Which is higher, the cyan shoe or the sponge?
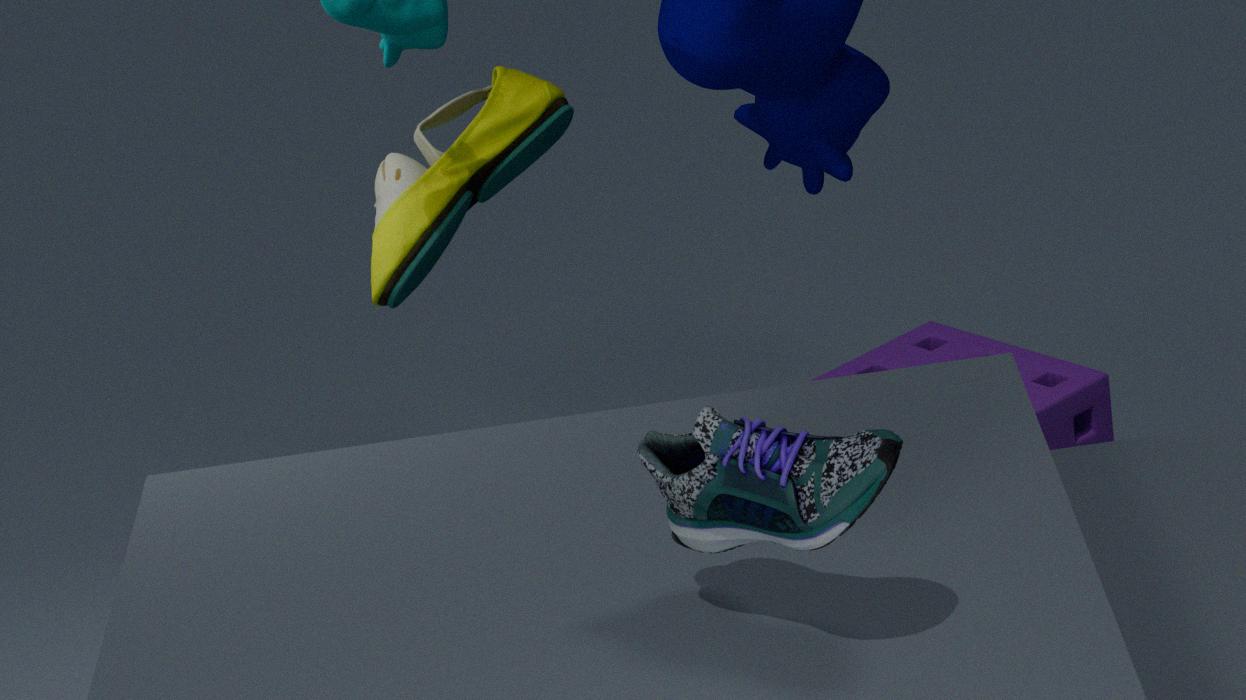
the cyan shoe
